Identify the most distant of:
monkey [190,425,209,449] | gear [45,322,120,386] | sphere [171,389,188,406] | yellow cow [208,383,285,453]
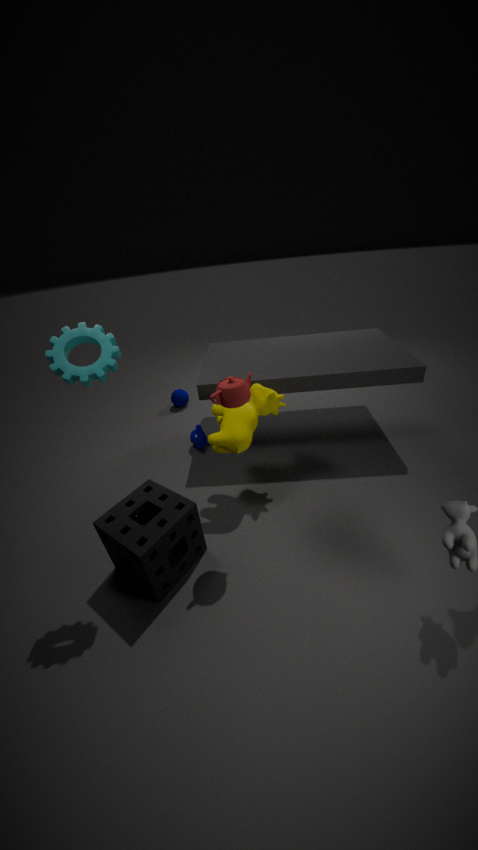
sphere [171,389,188,406]
